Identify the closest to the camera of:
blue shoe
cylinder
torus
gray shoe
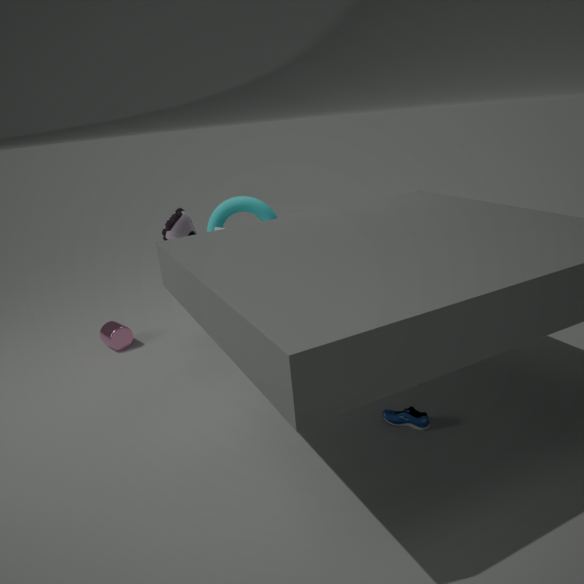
blue shoe
